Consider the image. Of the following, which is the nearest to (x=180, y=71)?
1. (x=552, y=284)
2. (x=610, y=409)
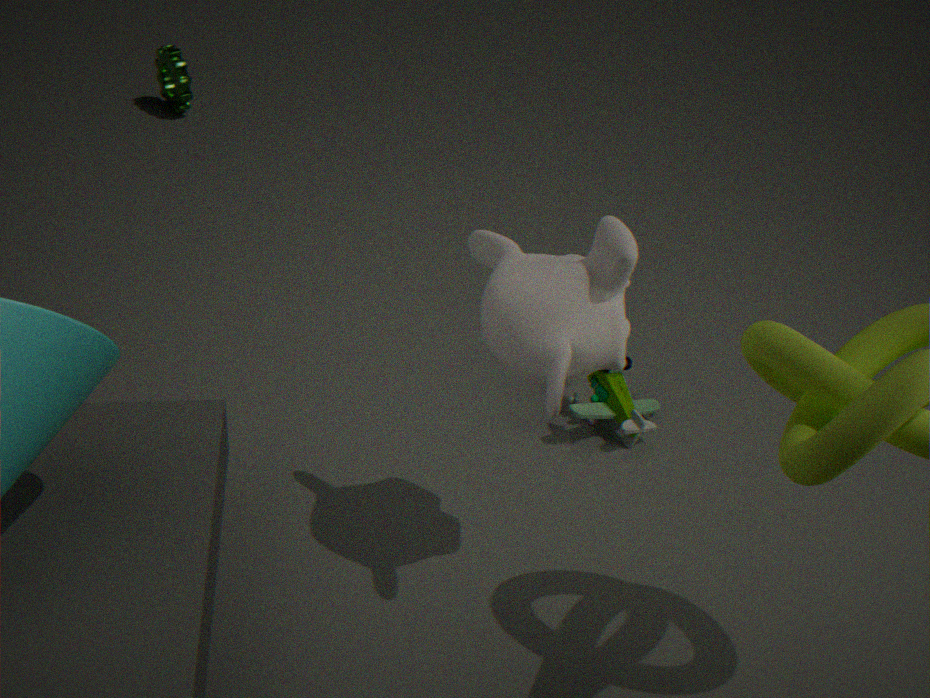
(x=610, y=409)
